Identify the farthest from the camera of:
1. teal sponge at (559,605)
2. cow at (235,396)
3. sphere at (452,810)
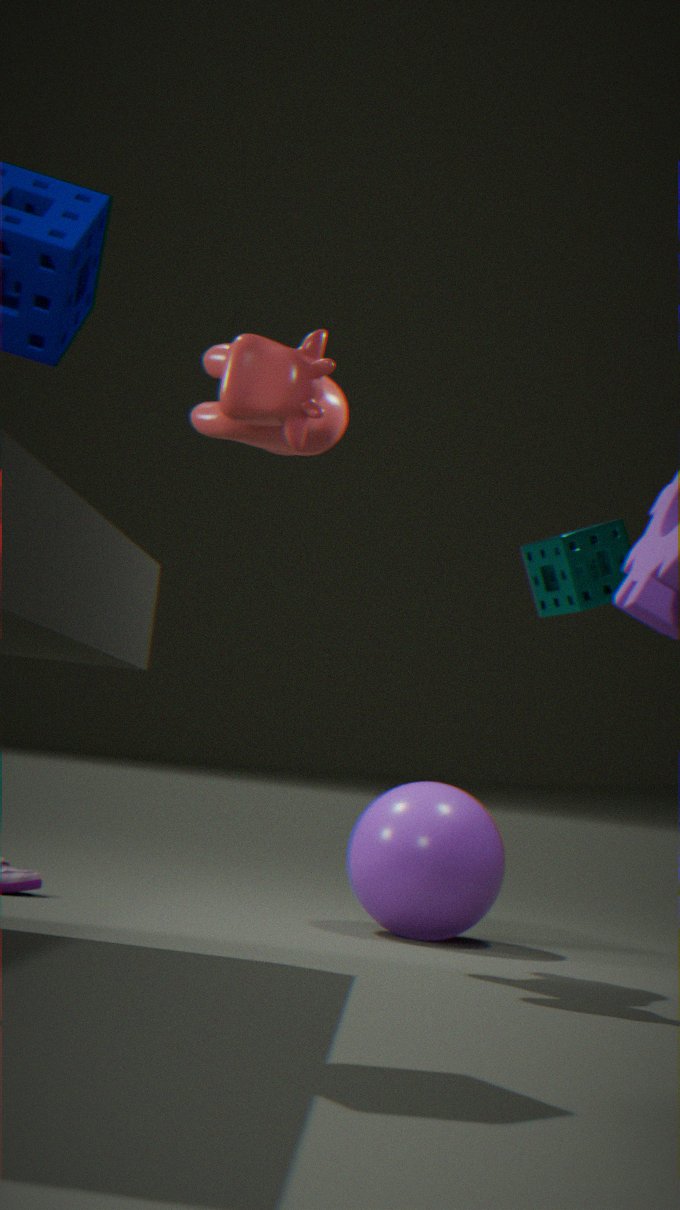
teal sponge at (559,605)
